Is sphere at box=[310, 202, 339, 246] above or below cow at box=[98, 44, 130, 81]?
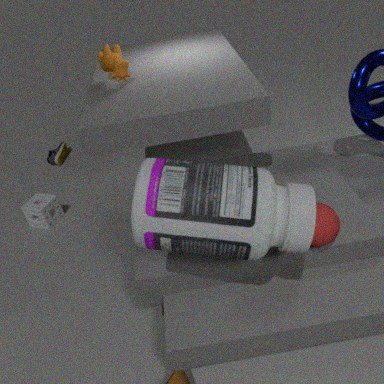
below
